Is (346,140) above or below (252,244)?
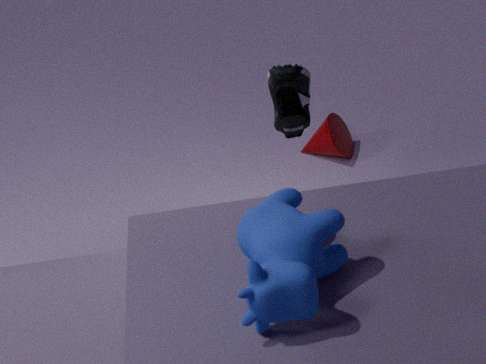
below
